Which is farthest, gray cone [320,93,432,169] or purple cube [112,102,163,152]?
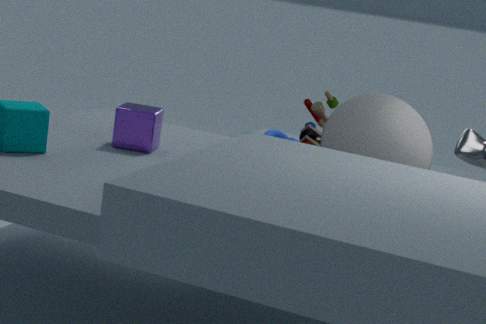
purple cube [112,102,163,152]
